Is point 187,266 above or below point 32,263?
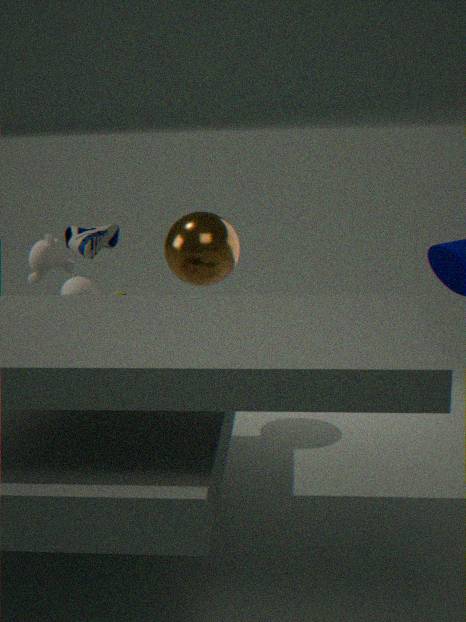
below
